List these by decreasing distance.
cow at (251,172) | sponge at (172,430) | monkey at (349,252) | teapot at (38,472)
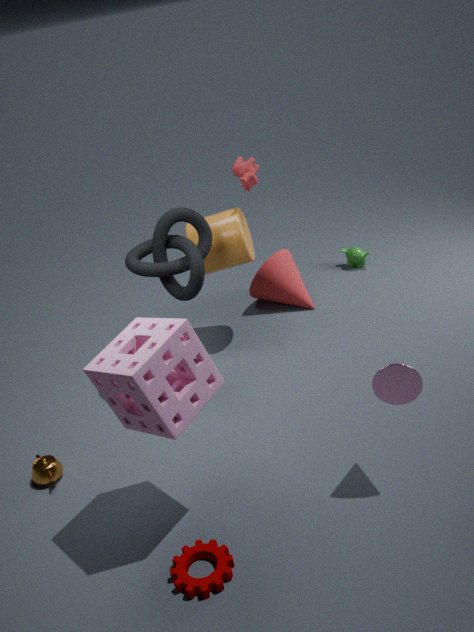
1. monkey at (349,252)
2. cow at (251,172)
3. teapot at (38,472)
4. sponge at (172,430)
